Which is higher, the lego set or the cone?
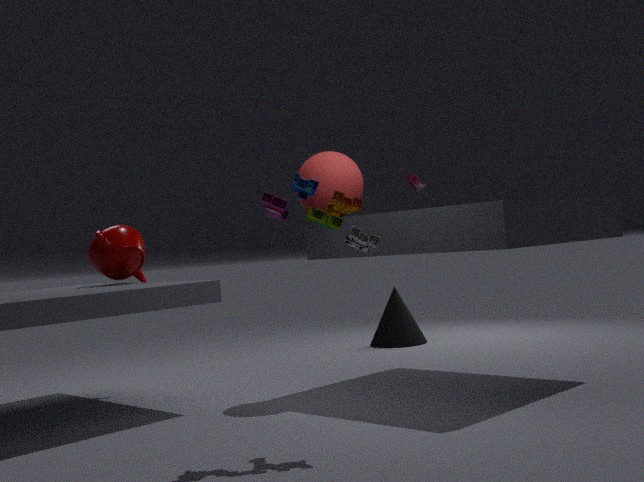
the lego set
